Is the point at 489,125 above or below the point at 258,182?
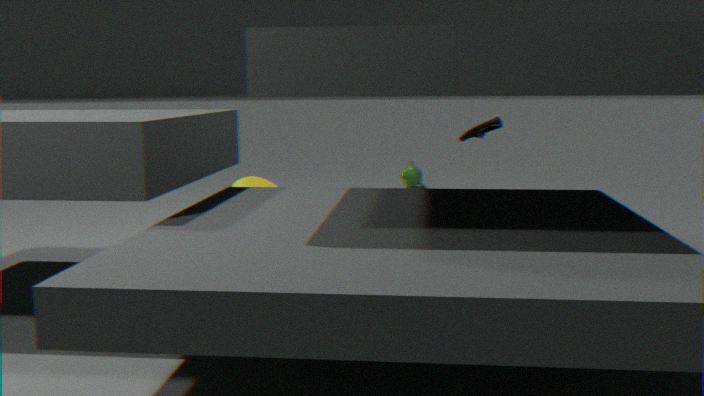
above
